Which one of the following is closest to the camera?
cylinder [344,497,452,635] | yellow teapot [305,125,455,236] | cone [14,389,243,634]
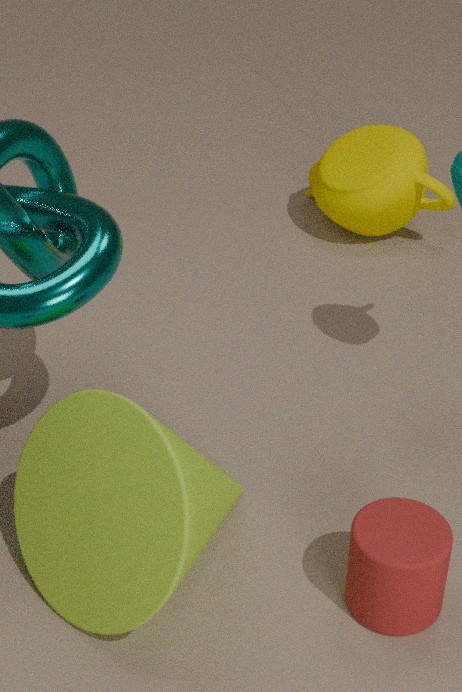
cone [14,389,243,634]
